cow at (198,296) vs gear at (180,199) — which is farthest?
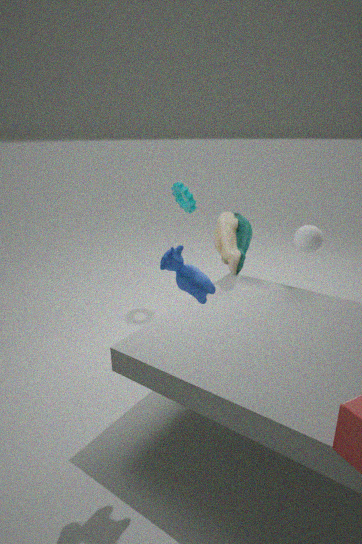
gear at (180,199)
